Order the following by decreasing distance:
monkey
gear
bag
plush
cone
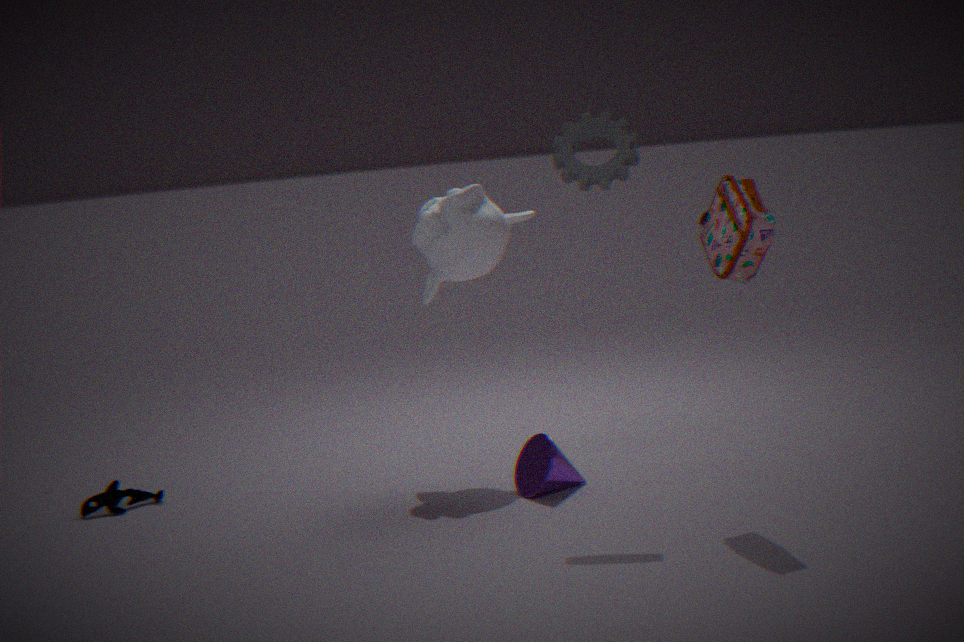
1. monkey
2. plush
3. cone
4. gear
5. bag
